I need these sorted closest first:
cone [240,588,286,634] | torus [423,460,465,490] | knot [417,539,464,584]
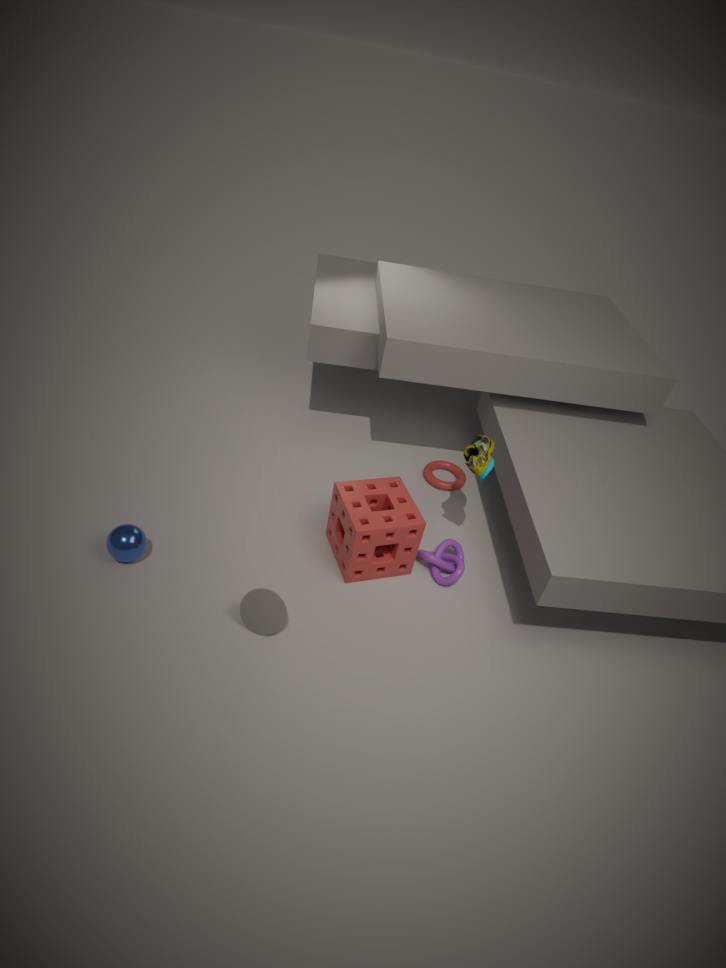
1. cone [240,588,286,634]
2. knot [417,539,464,584]
3. torus [423,460,465,490]
